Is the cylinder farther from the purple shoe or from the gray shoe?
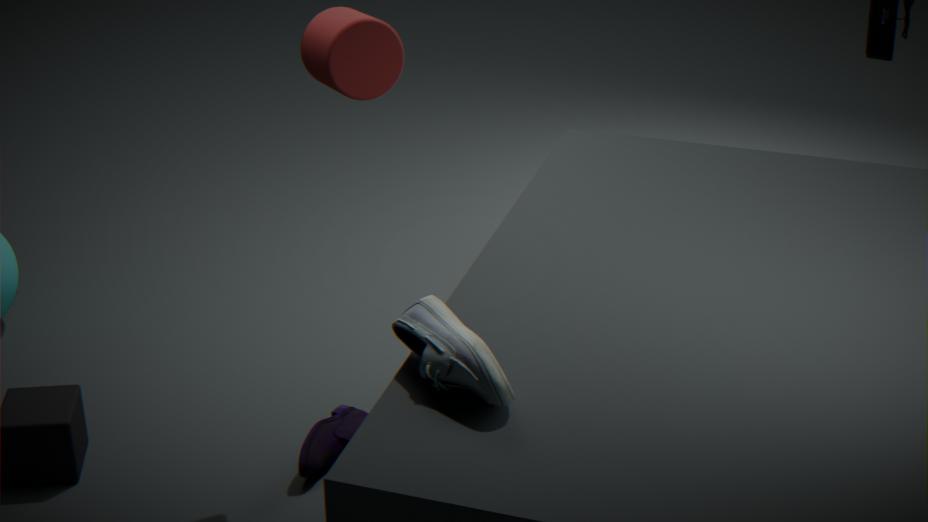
the purple shoe
